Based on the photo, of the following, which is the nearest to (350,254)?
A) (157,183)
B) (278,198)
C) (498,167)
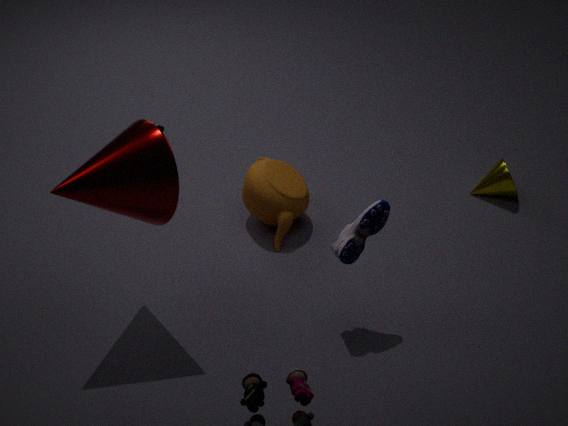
(278,198)
